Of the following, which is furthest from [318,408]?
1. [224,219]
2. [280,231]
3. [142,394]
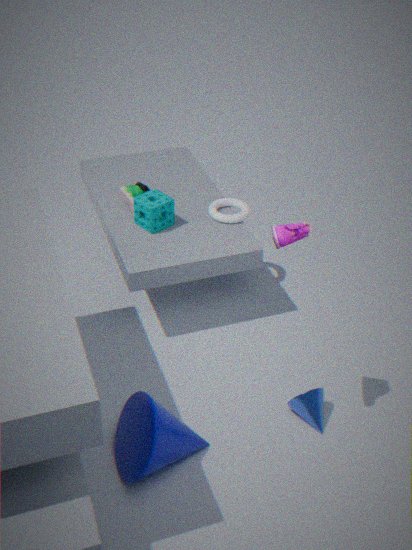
[224,219]
